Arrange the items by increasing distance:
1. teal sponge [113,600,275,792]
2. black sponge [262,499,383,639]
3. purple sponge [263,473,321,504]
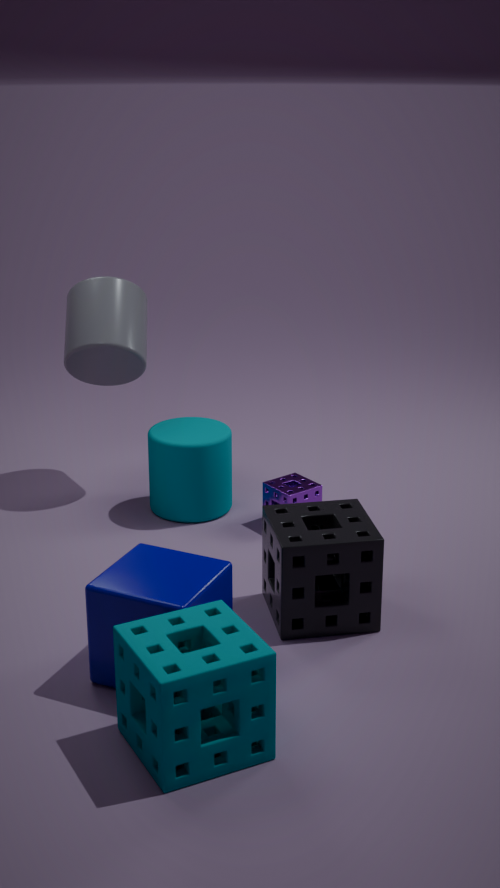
teal sponge [113,600,275,792], black sponge [262,499,383,639], purple sponge [263,473,321,504]
